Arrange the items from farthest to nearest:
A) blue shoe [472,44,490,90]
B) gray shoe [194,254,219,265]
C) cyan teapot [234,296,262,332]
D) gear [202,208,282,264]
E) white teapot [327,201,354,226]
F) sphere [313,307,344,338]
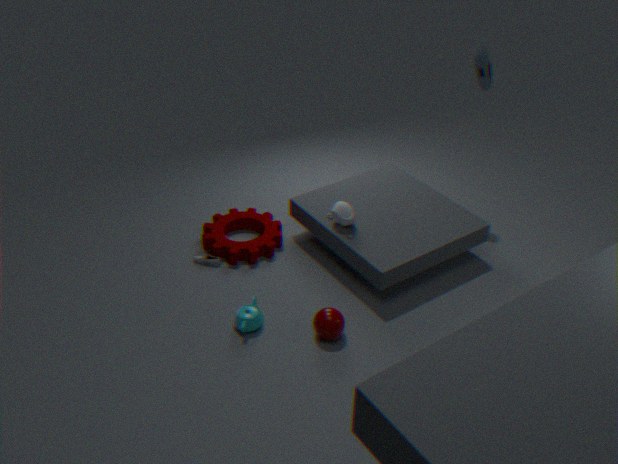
blue shoe [472,44,490,90] → gear [202,208,282,264] → gray shoe [194,254,219,265] → white teapot [327,201,354,226] → cyan teapot [234,296,262,332] → sphere [313,307,344,338]
